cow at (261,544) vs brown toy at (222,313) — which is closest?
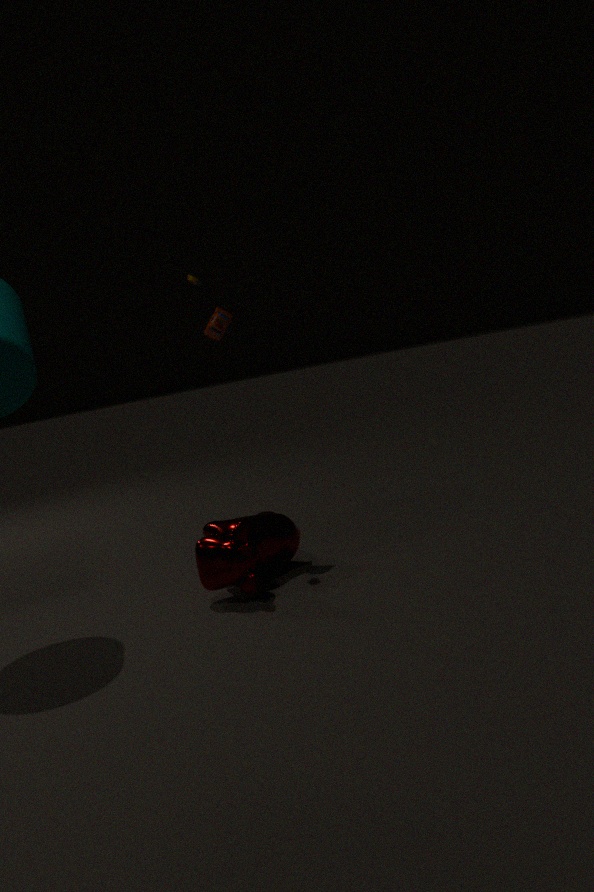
cow at (261,544)
